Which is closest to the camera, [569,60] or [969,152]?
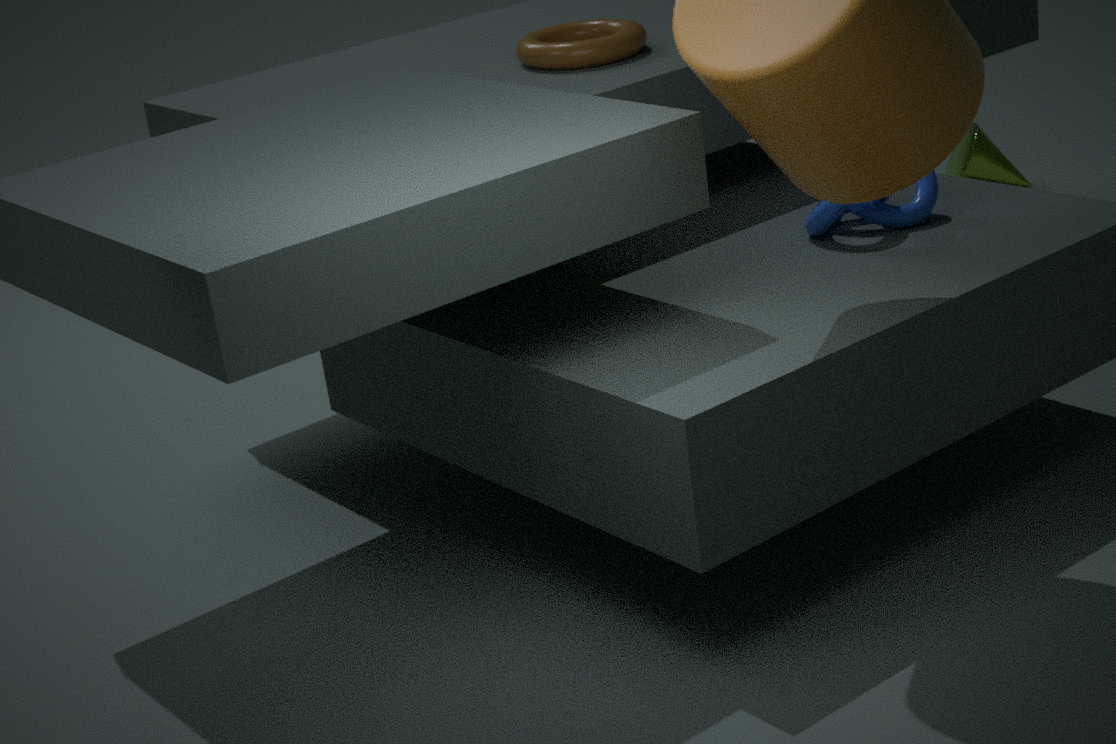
[569,60]
